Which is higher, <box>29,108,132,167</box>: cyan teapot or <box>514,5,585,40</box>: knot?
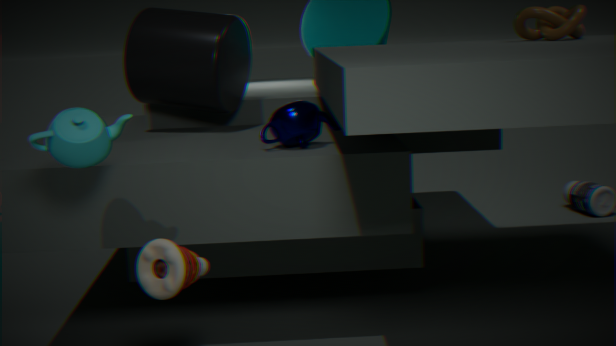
<box>514,5,585,40</box>: knot
